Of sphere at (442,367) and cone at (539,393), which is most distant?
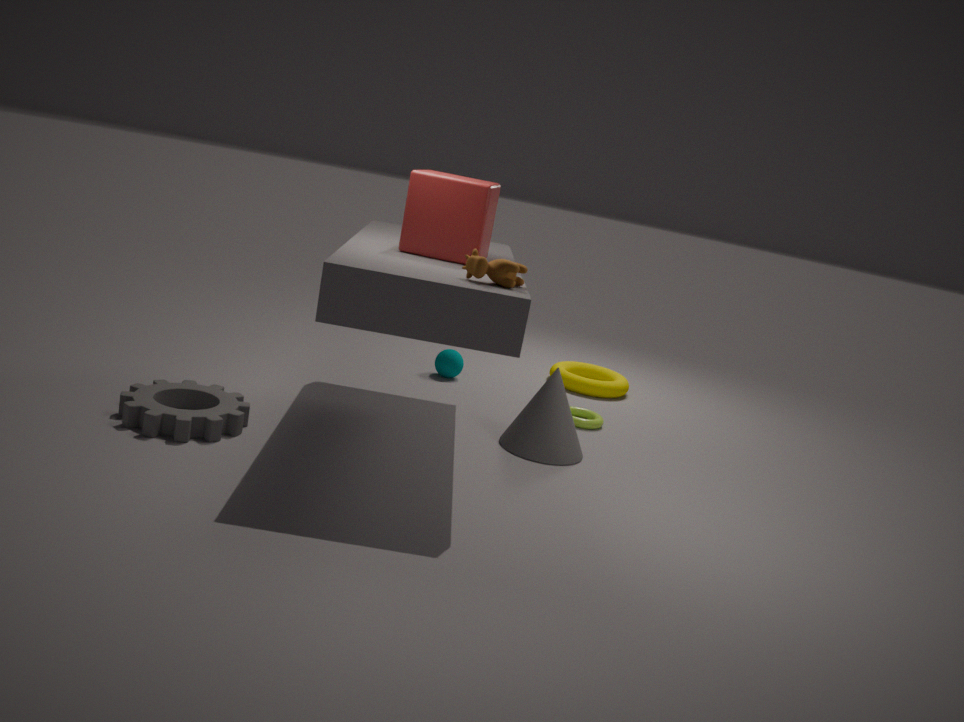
sphere at (442,367)
